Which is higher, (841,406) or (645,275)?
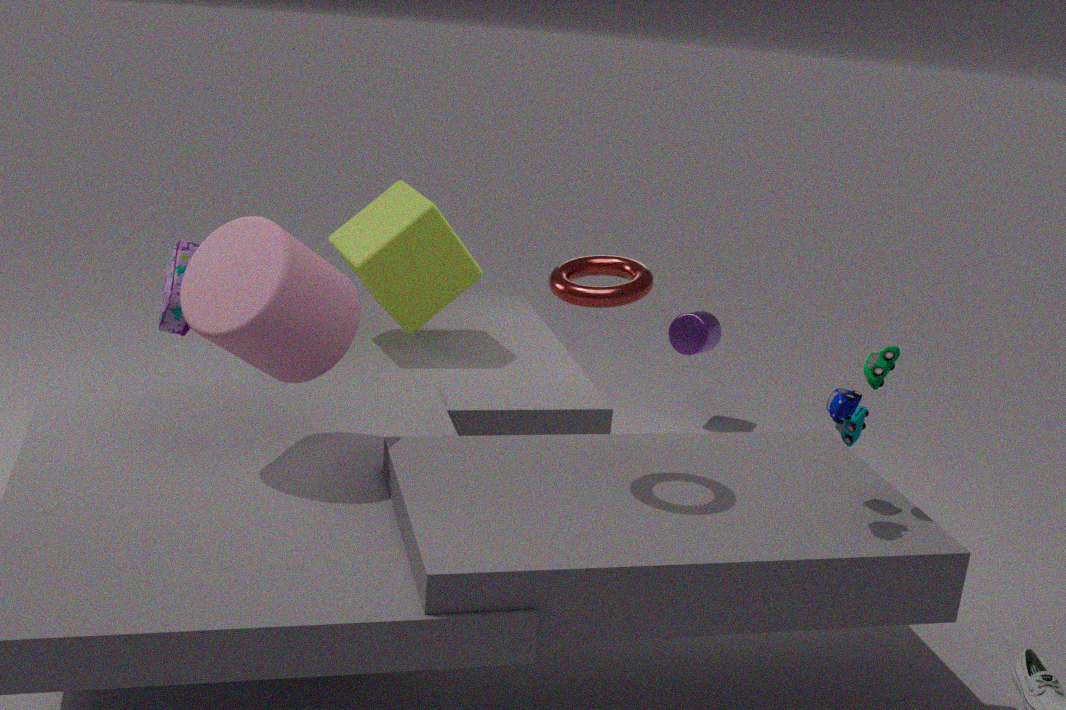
(645,275)
